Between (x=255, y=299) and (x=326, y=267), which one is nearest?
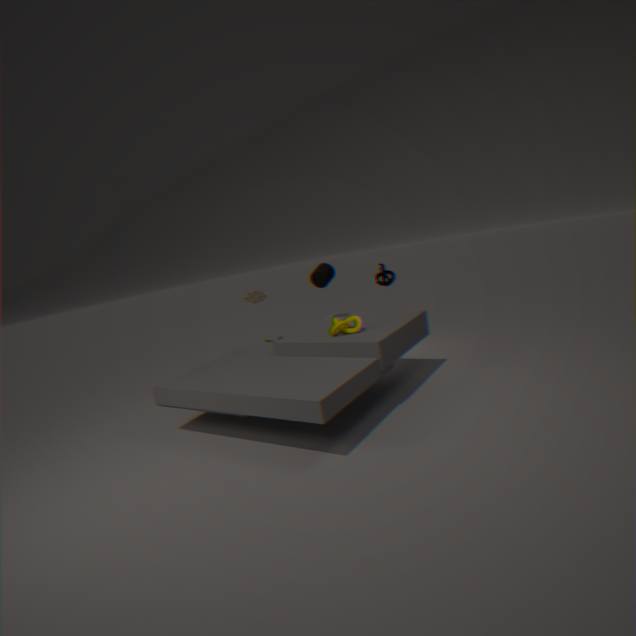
(x=326, y=267)
